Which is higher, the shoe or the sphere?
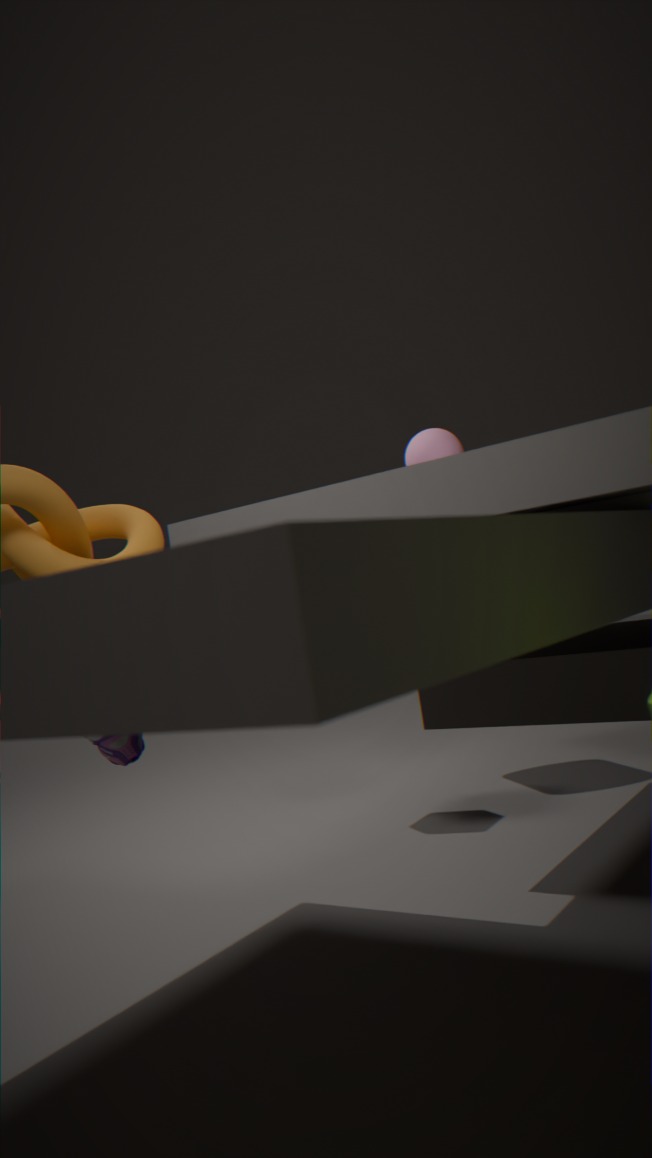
the sphere
